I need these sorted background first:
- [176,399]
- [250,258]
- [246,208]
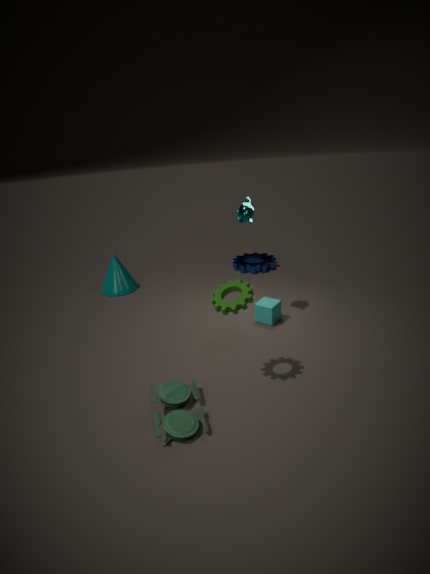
[250,258] → [246,208] → [176,399]
